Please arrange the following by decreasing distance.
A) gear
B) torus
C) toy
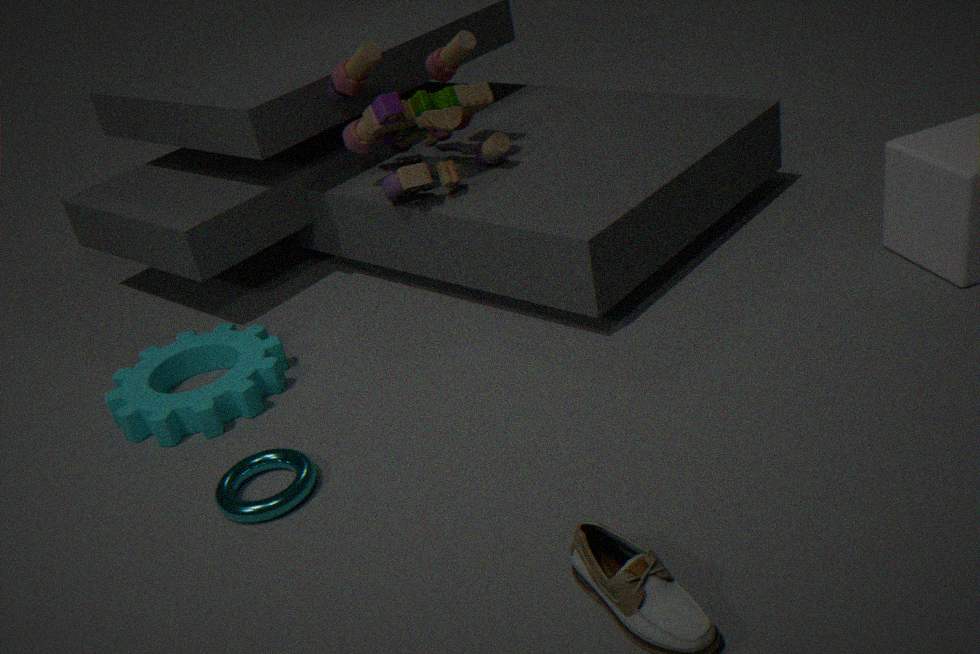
toy → gear → torus
